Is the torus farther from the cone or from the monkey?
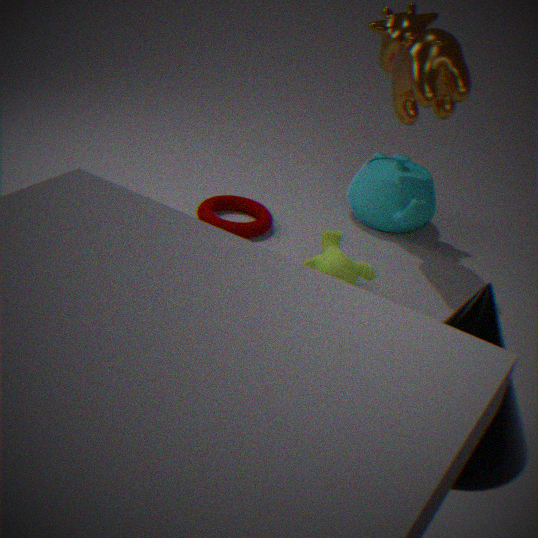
the cone
